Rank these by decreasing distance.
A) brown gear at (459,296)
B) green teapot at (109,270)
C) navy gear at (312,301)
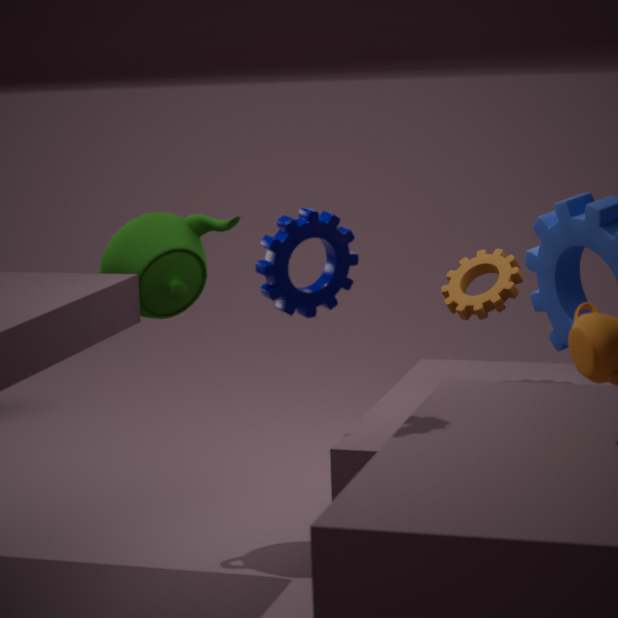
brown gear at (459,296)
green teapot at (109,270)
navy gear at (312,301)
